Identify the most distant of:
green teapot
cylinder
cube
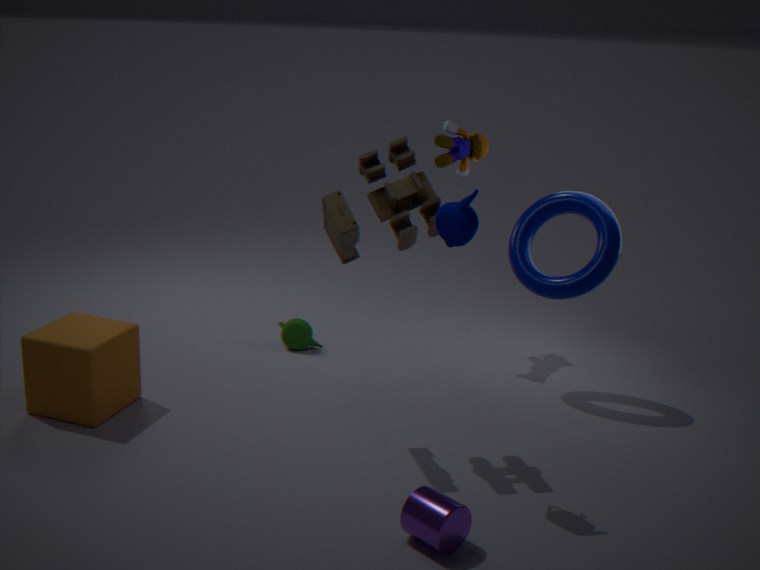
green teapot
